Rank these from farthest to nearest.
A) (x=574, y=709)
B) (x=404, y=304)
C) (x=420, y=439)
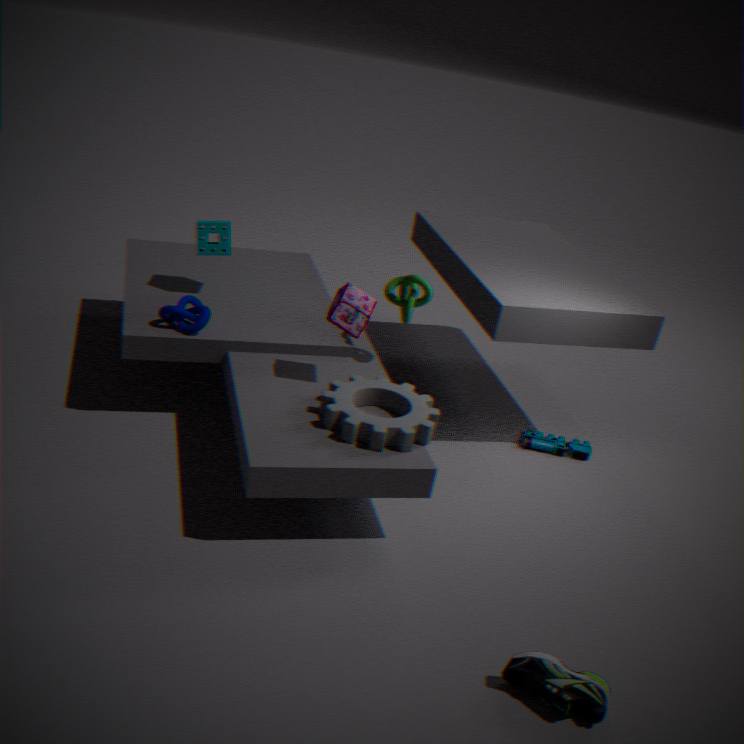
(x=404, y=304) → (x=420, y=439) → (x=574, y=709)
